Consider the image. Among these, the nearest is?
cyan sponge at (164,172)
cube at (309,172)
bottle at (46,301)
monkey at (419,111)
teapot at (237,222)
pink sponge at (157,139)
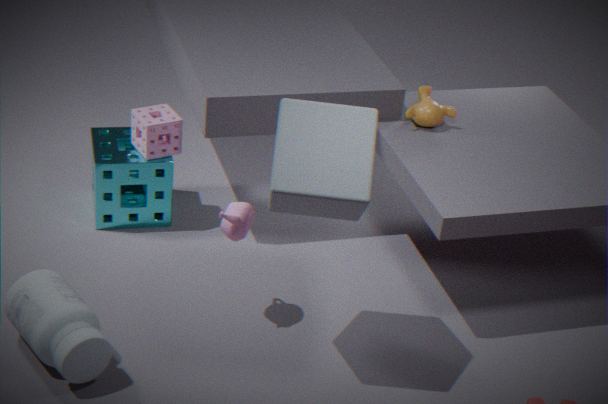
cube at (309,172)
